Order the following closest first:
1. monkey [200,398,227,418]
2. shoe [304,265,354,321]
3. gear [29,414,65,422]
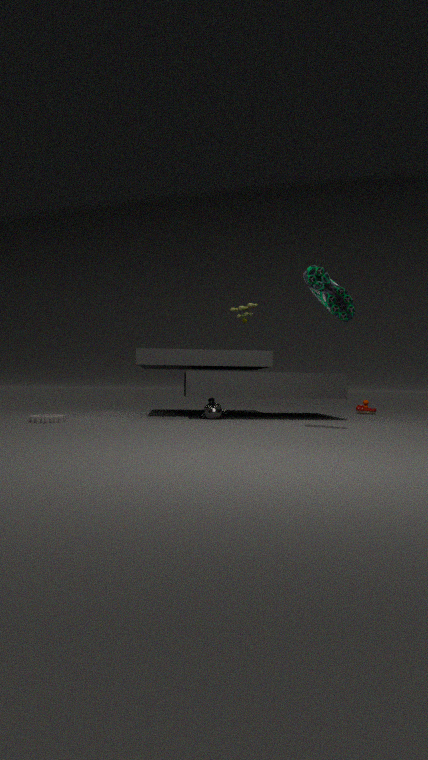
shoe [304,265,354,321] → gear [29,414,65,422] → monkey [200,398,227,418]
